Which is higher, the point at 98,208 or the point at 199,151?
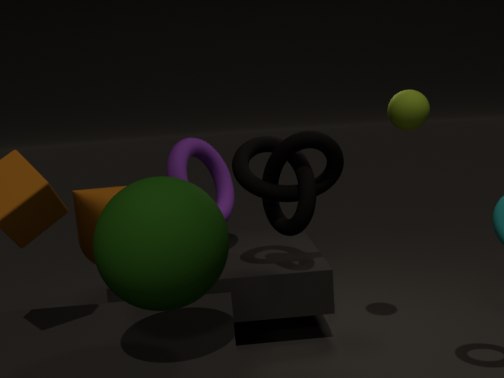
the point at 199,151
